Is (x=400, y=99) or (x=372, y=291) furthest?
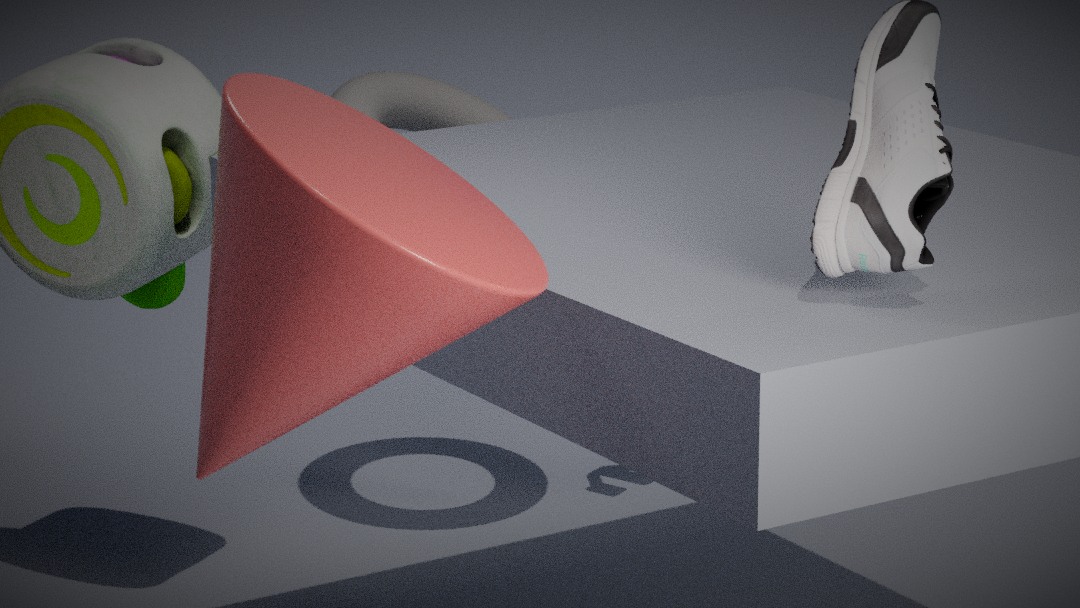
(x=400, y=99)
